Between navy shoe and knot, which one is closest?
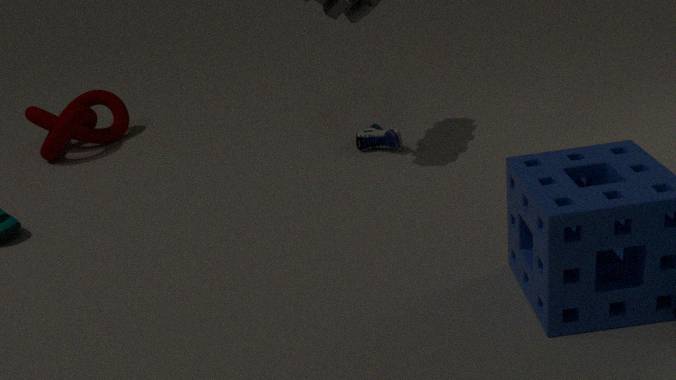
navy shoe
